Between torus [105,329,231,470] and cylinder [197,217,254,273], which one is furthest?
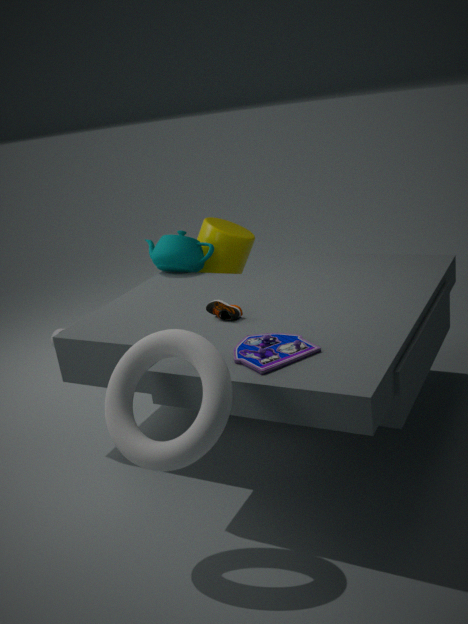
cylinder [197,217,254,273]
